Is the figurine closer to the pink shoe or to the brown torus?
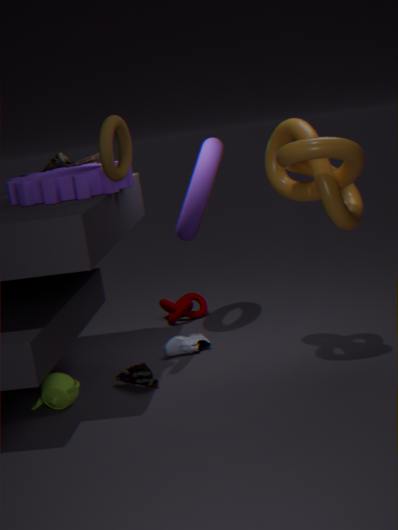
the brown torus
